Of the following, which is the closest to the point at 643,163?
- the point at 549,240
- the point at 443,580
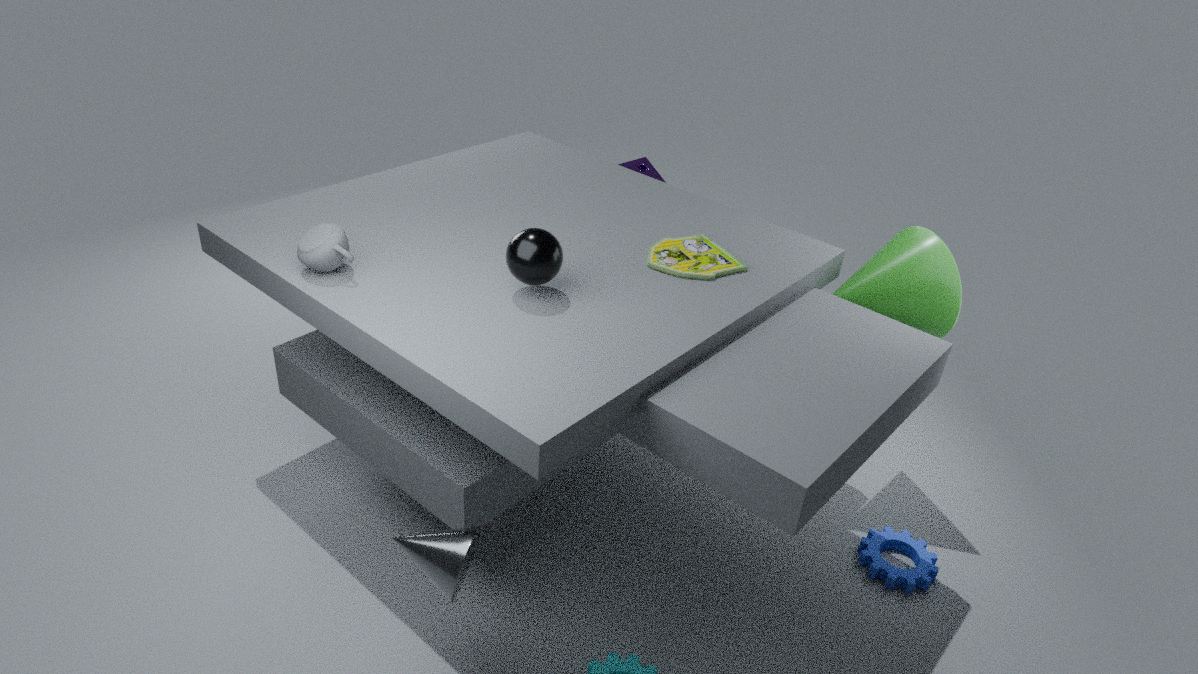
the point at 549,240
